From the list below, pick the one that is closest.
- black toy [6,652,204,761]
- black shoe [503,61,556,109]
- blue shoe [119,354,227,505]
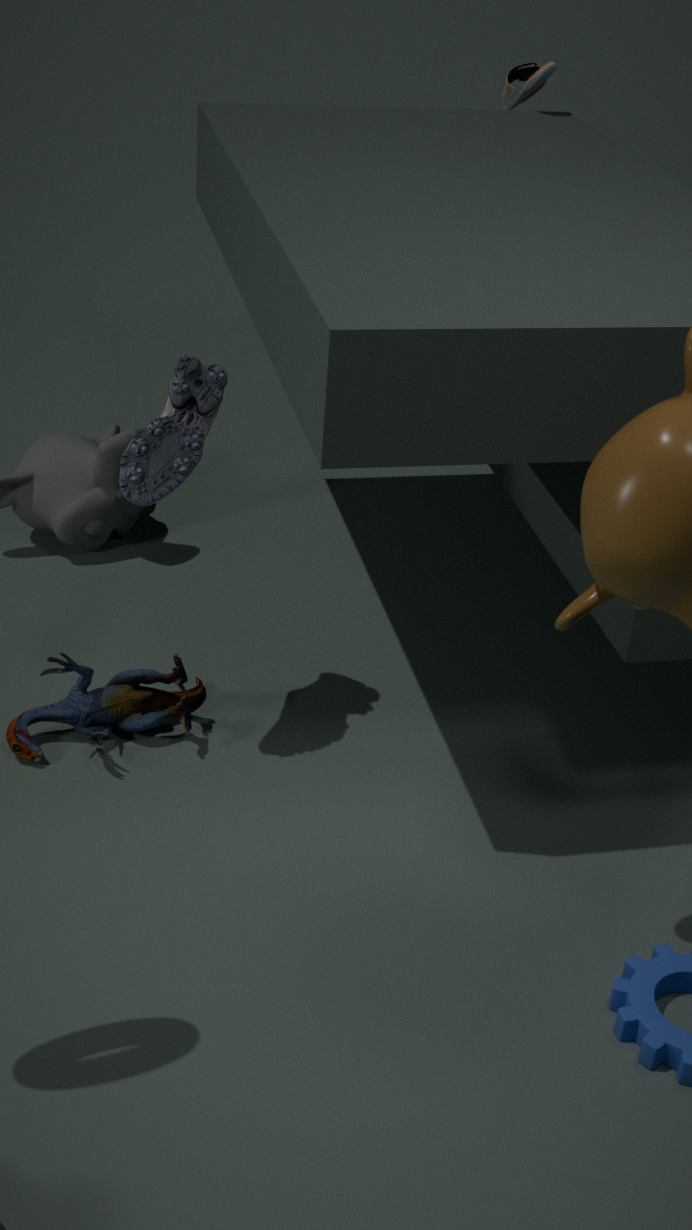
blue shoe [119,354,227,505]
